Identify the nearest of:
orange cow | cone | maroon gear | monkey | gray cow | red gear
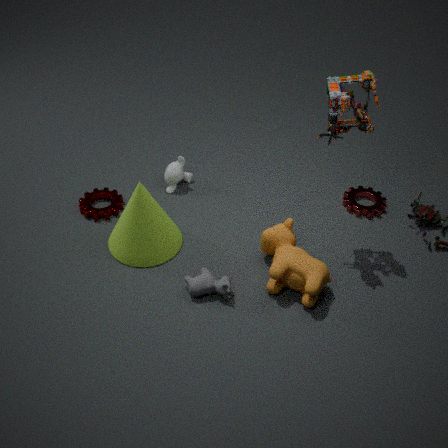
orange cow
